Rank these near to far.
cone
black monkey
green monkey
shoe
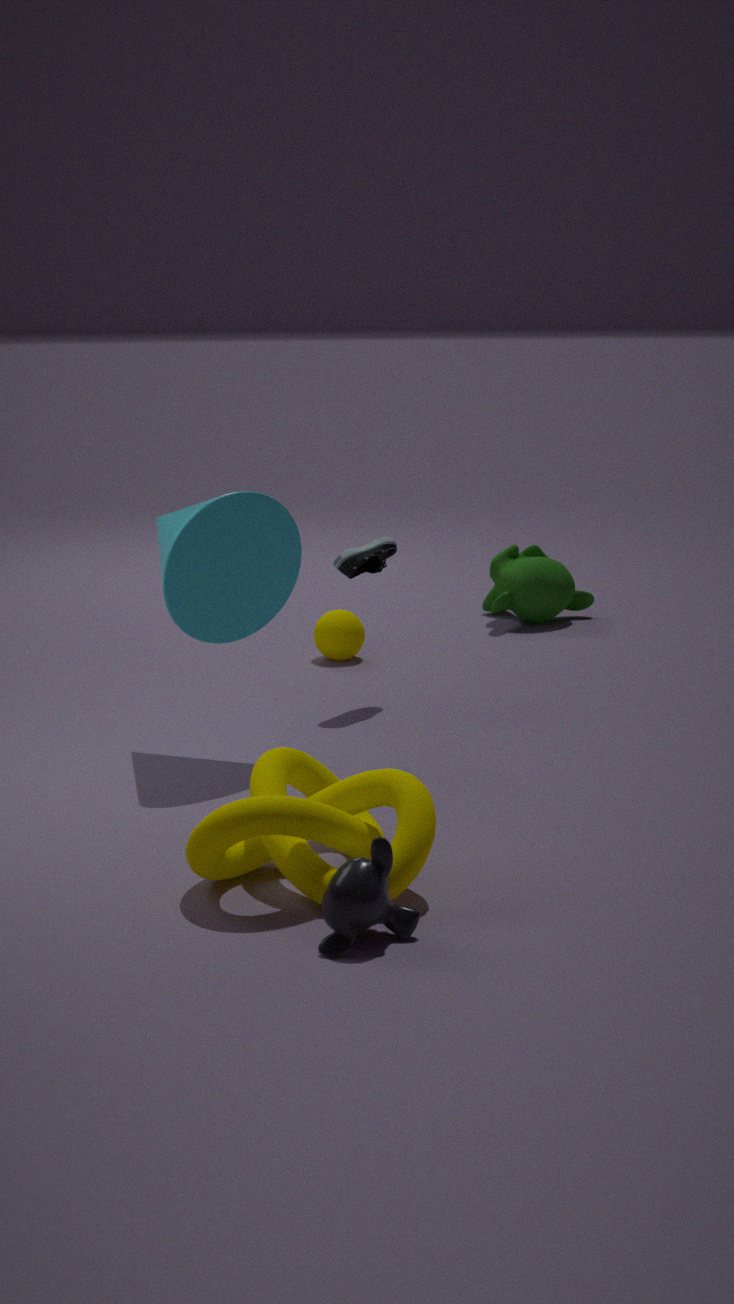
black monkey
cone
shoe
green monkey
